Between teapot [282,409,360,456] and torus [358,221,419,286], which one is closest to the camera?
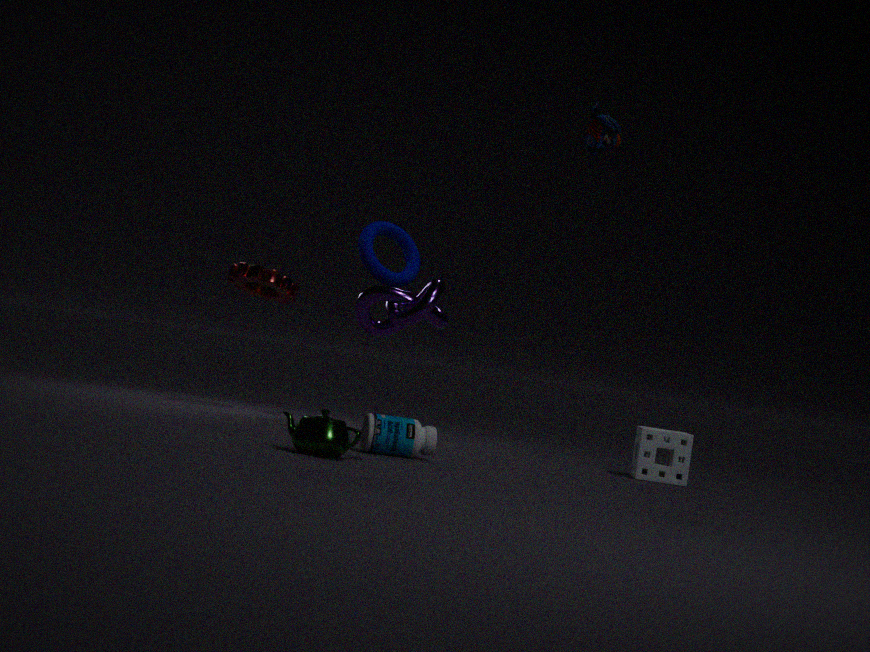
teapot [282,409,360,456]
